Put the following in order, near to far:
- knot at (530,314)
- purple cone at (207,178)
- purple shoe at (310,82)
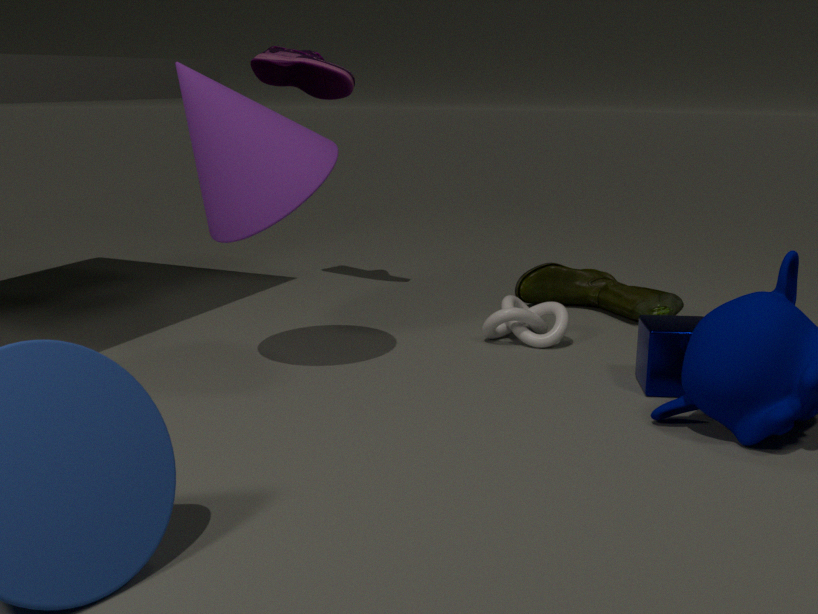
purple cone at (207,178) → knot at (530,314) → purple shoe at (310,82)
